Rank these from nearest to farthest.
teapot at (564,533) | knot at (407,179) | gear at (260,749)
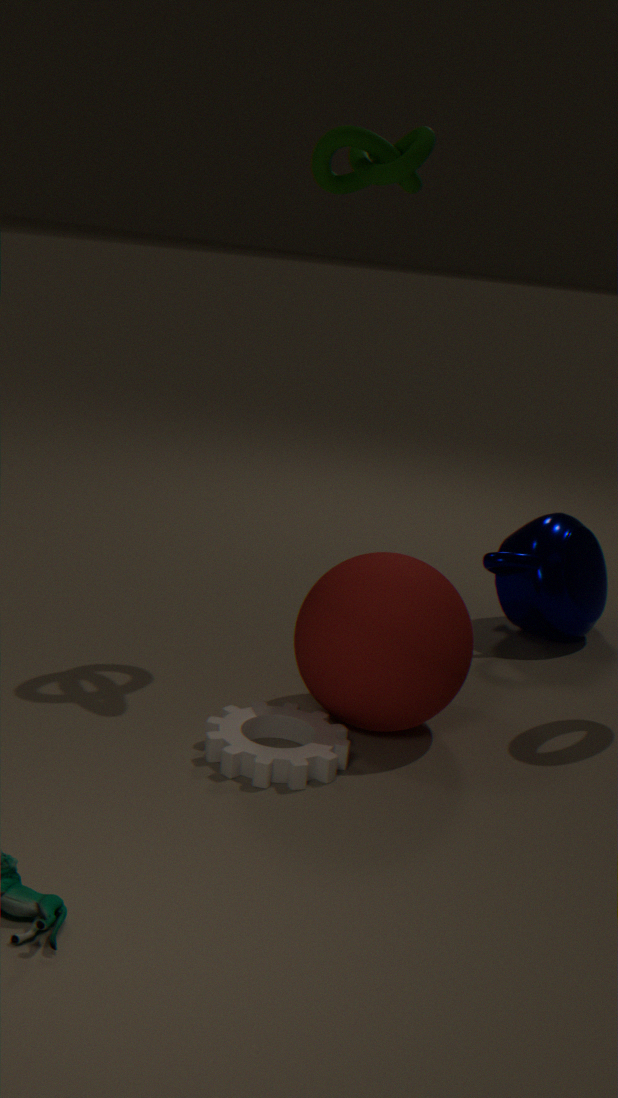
gear at (260,749), knot at (407,179), teapot at (564,533)
